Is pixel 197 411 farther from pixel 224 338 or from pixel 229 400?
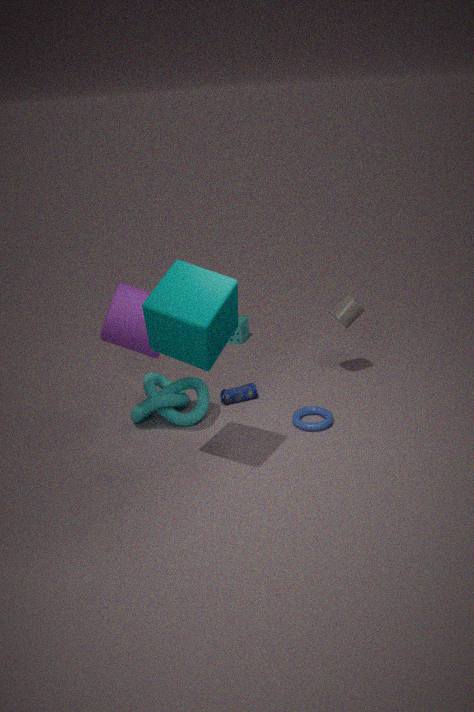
pixel 224 338
